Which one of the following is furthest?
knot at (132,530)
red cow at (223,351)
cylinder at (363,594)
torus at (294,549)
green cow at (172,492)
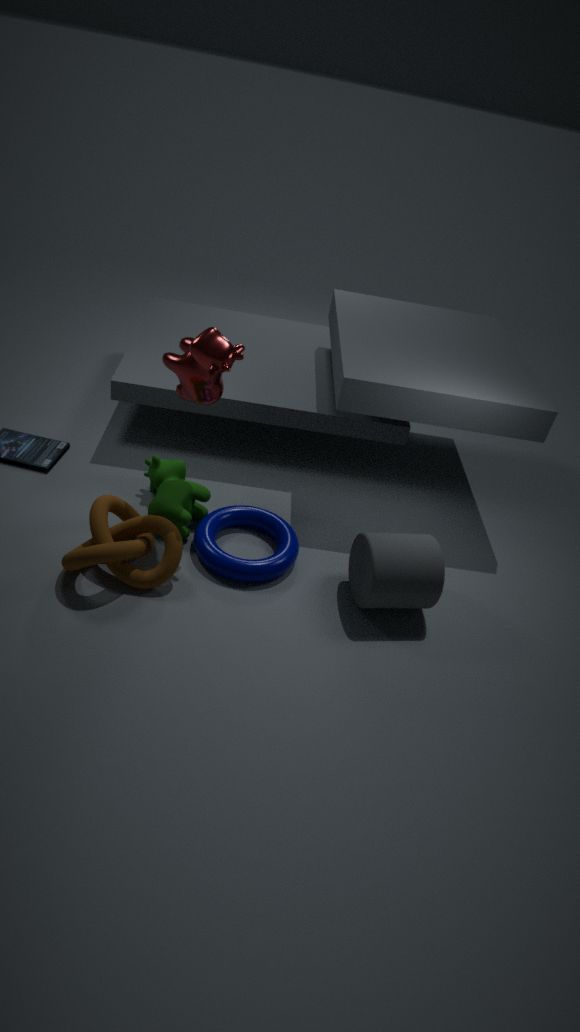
green cow at (172,492)
